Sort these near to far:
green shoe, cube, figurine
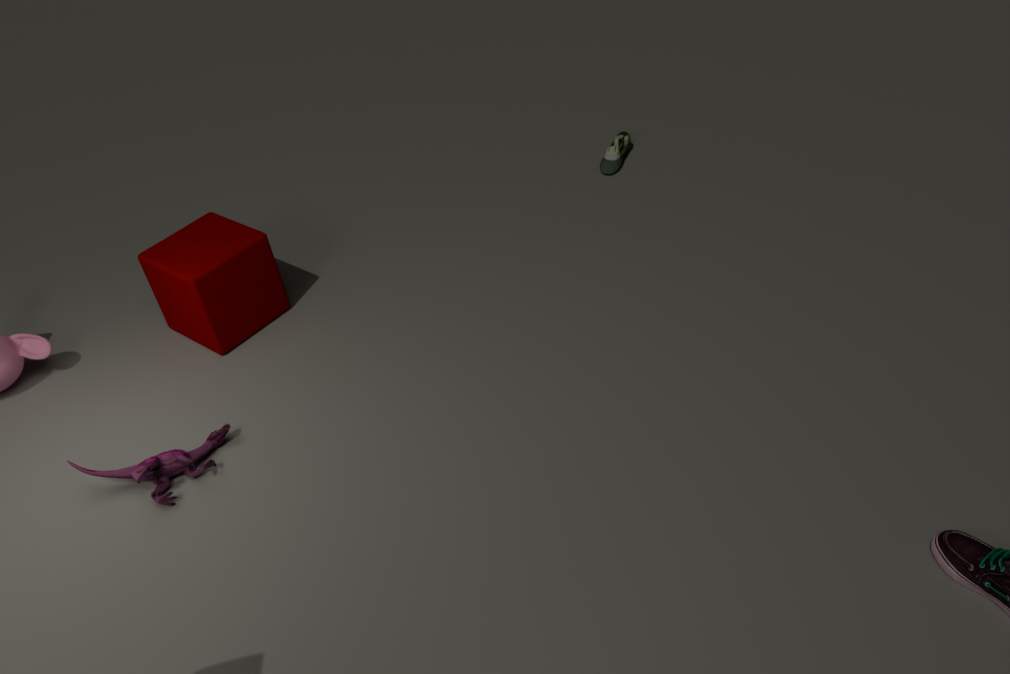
1. figurine
2. cube
3. green shoe
